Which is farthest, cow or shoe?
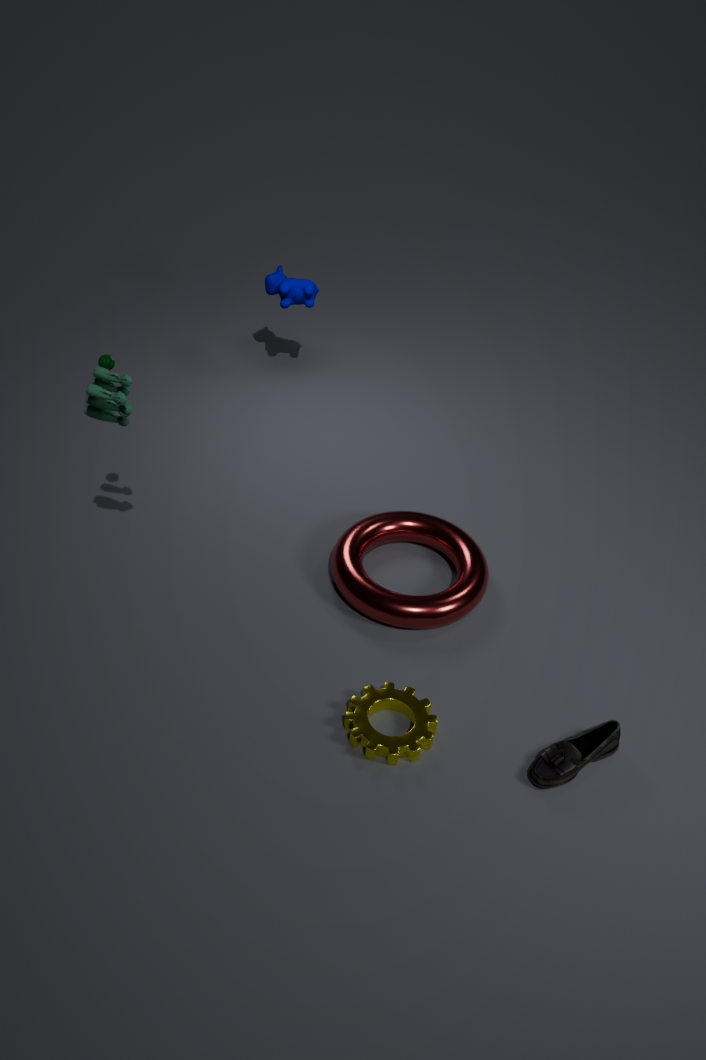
cow
